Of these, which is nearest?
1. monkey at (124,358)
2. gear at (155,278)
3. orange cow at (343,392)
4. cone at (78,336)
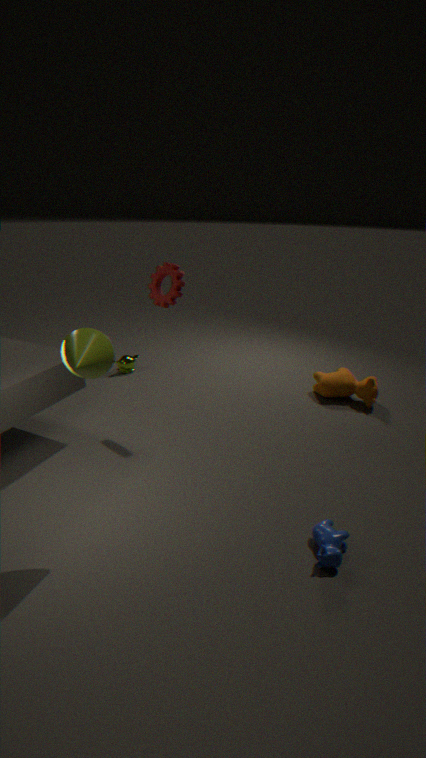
cone at (78,336)
